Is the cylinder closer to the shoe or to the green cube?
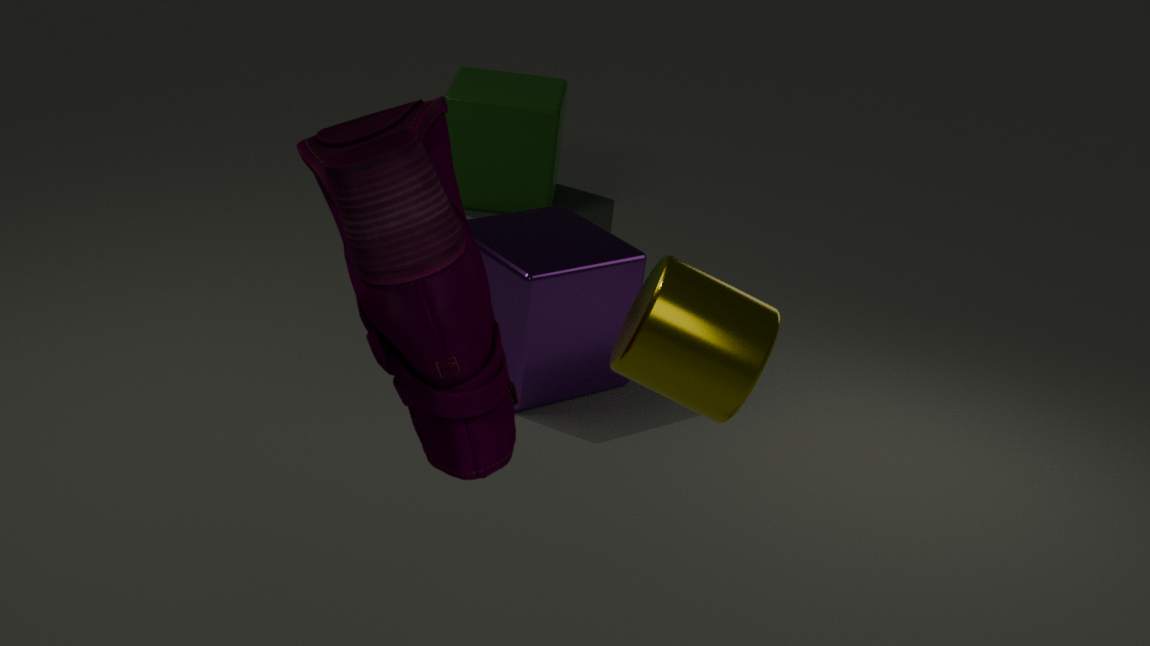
the shoe
